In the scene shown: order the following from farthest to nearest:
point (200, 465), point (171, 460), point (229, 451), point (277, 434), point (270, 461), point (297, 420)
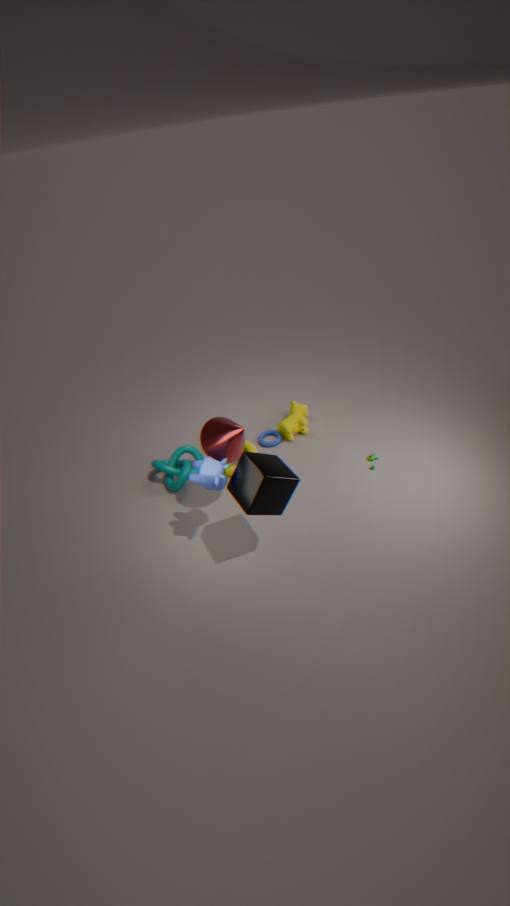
point (277, 434) → point (297, 420) → point (171, 460) → point (229, 451) → point (200, 465) → point (270, 461)
